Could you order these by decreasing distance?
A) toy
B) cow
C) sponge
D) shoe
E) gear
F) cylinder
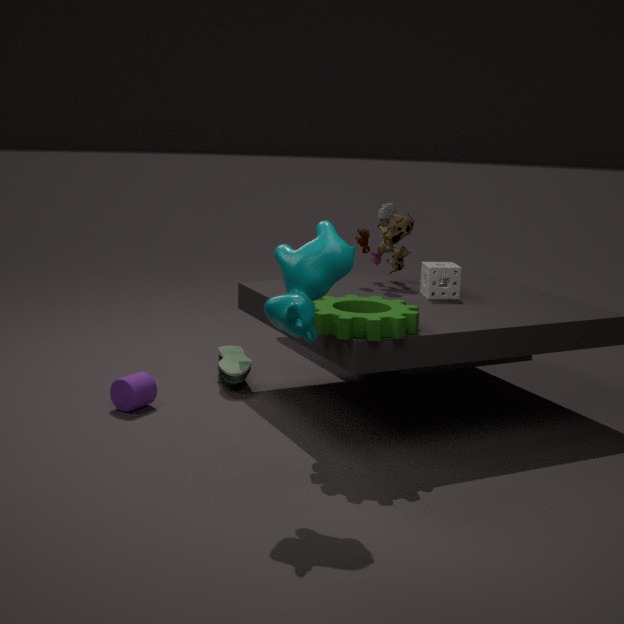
toy
shoe
sponge
cylinder
gear
cow
